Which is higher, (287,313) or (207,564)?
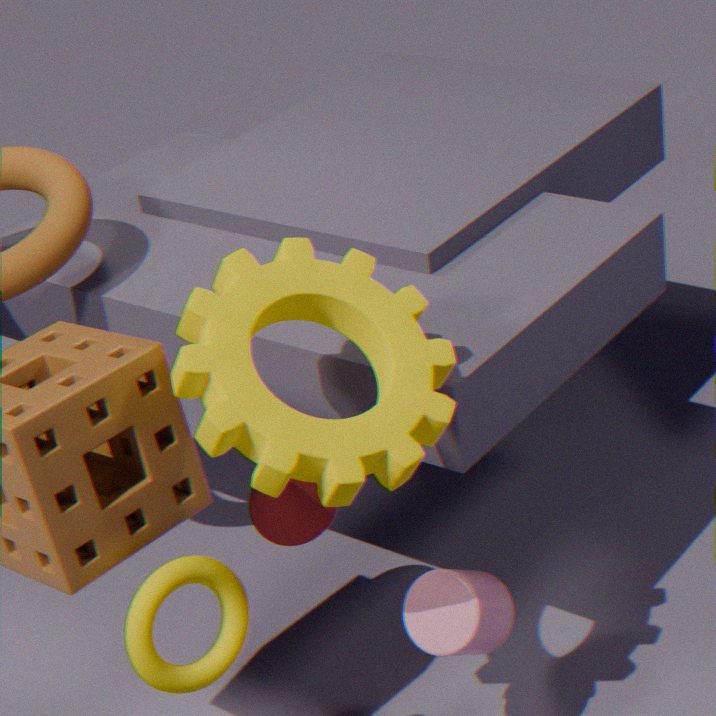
(287,313)
